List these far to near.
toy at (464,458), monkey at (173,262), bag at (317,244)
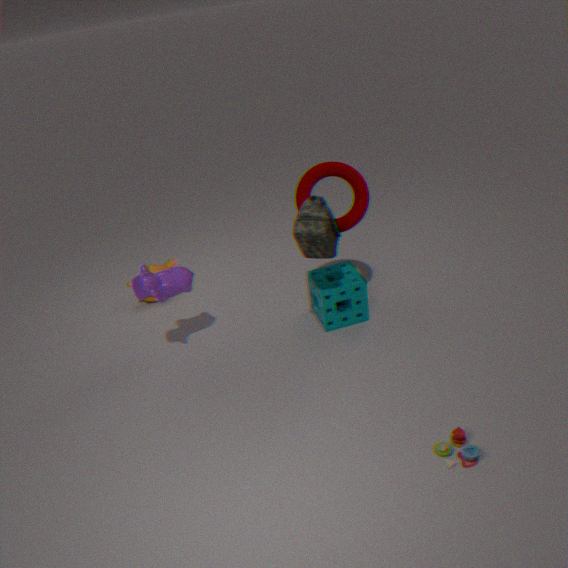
1. monkey at (173,262)
2. bag at (317,244)
3. toy at (464,458)
